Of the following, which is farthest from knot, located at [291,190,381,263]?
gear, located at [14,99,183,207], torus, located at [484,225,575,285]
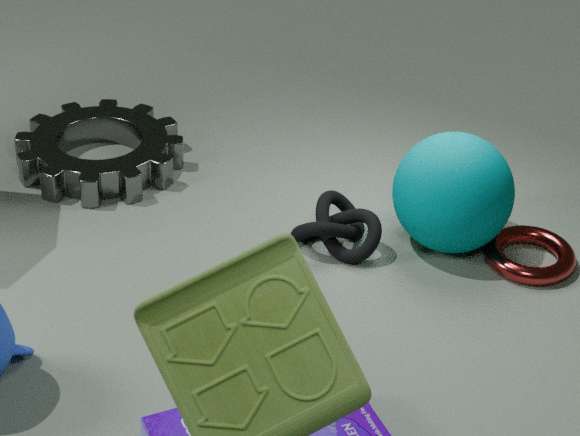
gear, located at [14,99,183,207]
